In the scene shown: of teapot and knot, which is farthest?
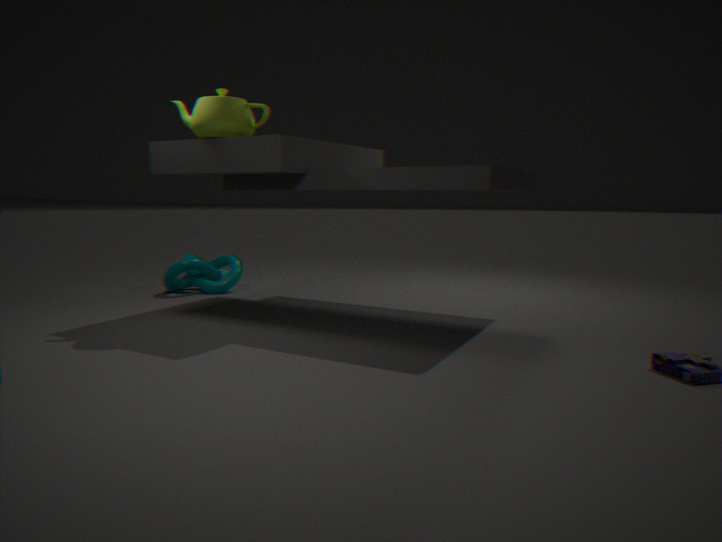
knot
